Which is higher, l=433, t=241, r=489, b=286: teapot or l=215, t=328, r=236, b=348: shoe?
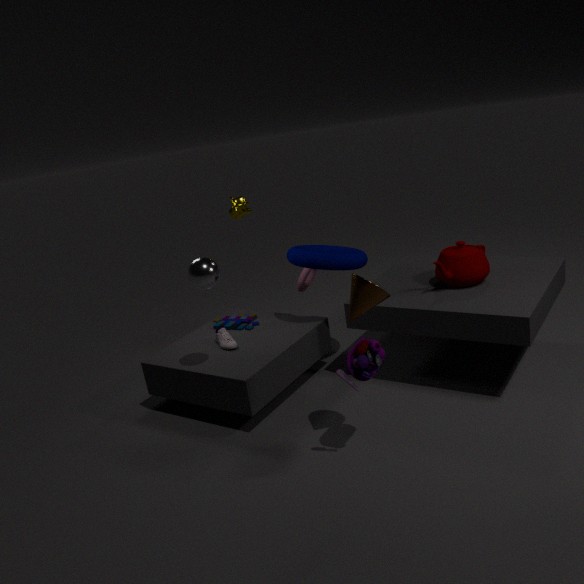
l=433, t=241, r=489, b=286: teapot
